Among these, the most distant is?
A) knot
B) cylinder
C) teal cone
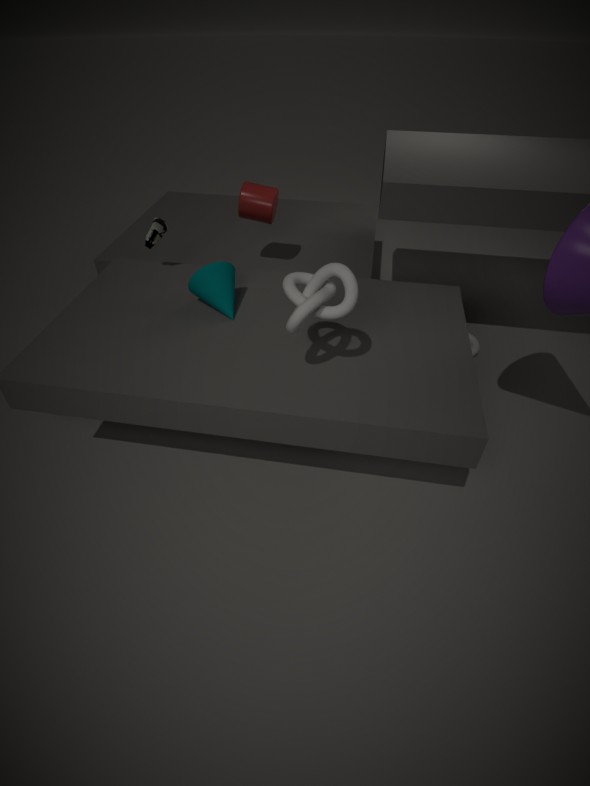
B. cylinder
